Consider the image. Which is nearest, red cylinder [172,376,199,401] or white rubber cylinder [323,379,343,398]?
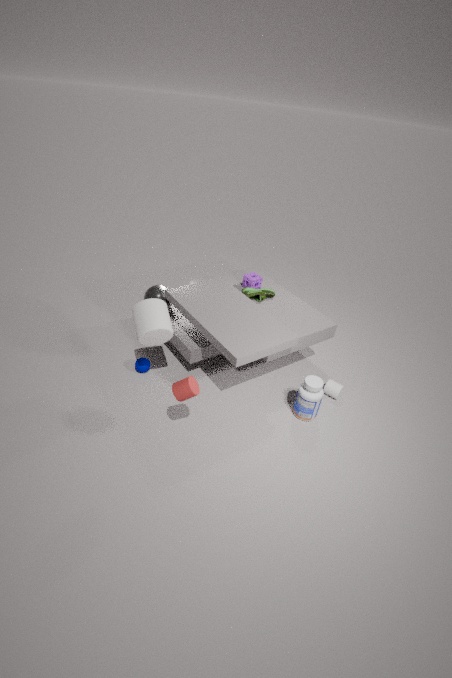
red cylinder [172,376,199,401]
